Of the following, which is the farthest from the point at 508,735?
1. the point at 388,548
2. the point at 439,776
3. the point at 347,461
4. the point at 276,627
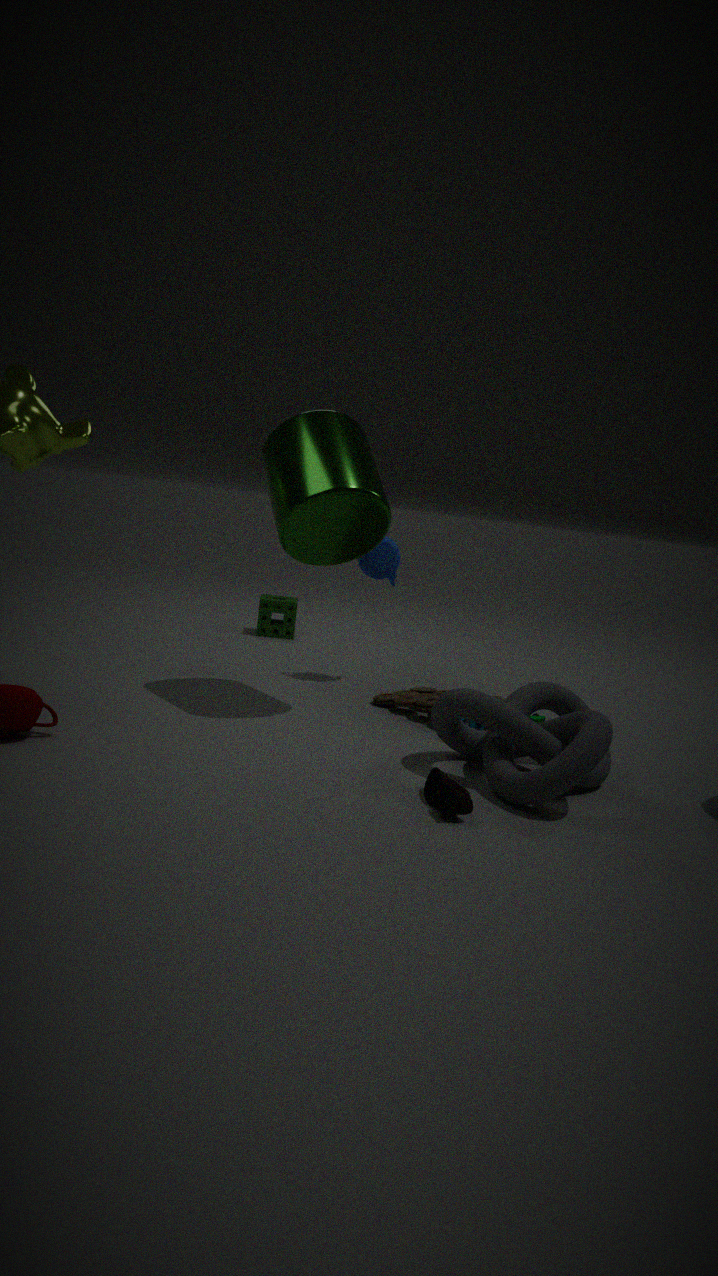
the point at 276,627
